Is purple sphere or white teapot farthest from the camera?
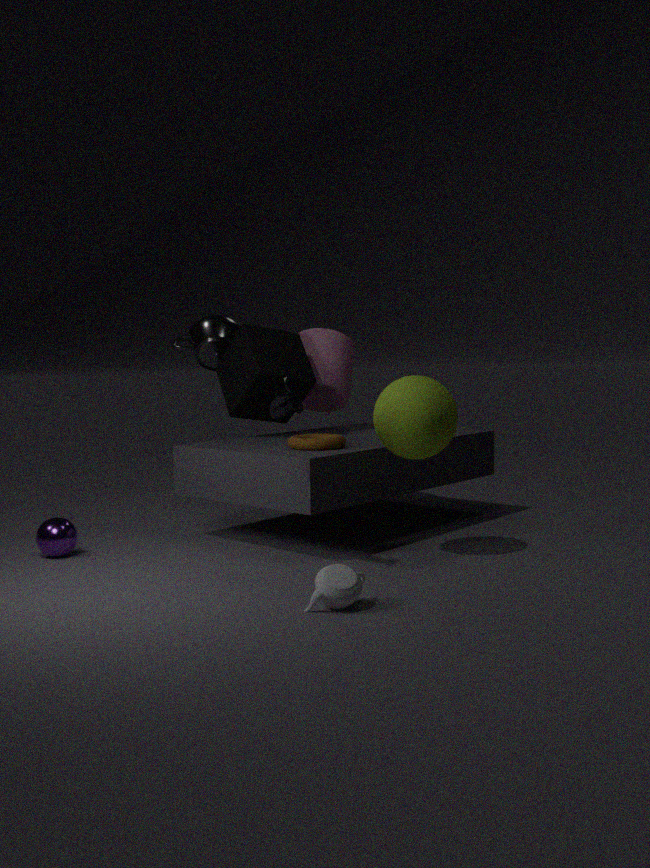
purple sphere
